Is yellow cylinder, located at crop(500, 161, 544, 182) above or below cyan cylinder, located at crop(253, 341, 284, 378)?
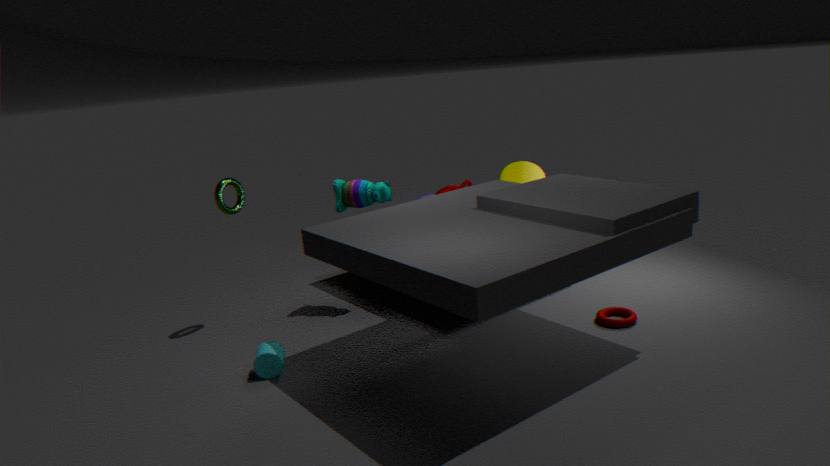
above
